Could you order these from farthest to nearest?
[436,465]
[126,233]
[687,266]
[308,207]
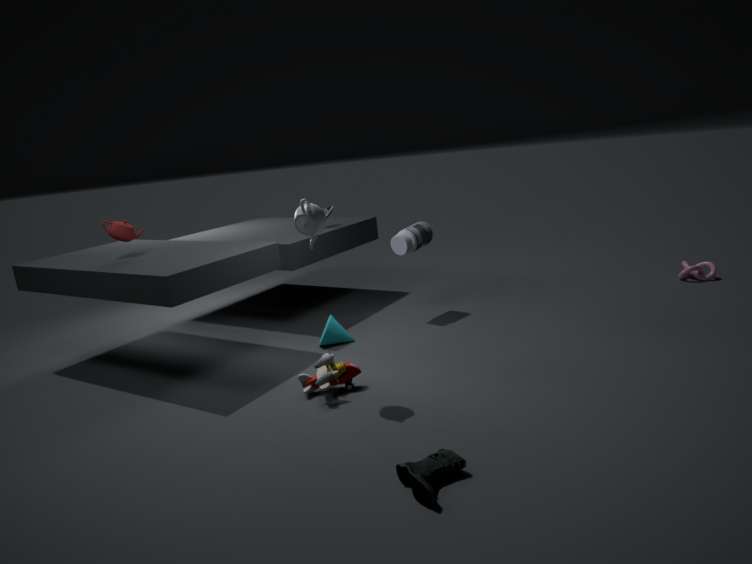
[687,266] < [126,233] < [308,207] < [436,465]
